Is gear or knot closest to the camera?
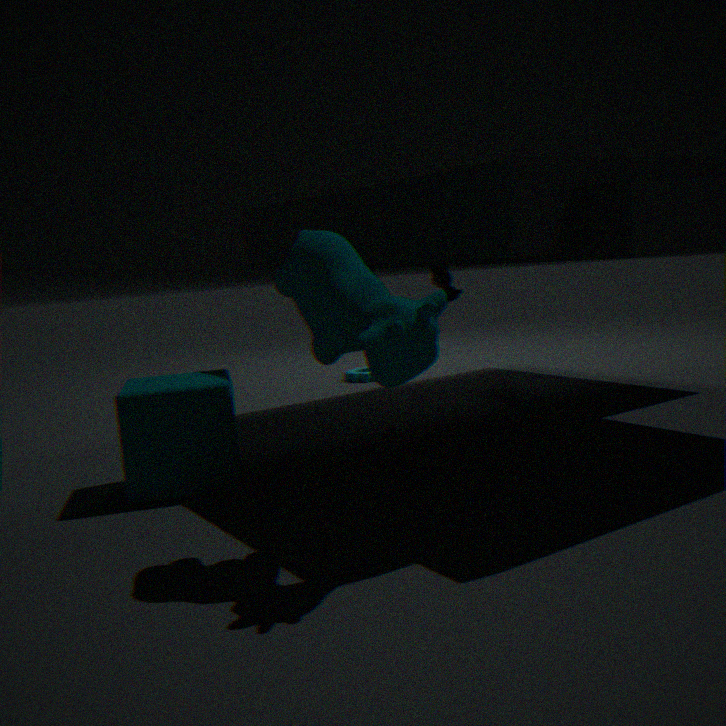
knot
